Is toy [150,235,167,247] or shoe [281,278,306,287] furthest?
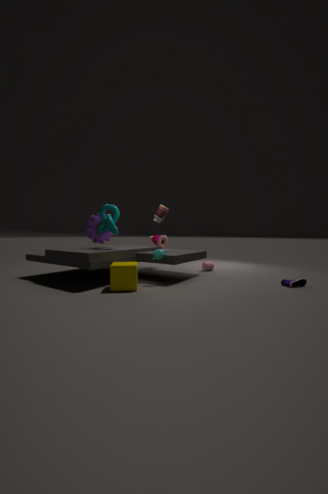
toy [150,235,167,247]
